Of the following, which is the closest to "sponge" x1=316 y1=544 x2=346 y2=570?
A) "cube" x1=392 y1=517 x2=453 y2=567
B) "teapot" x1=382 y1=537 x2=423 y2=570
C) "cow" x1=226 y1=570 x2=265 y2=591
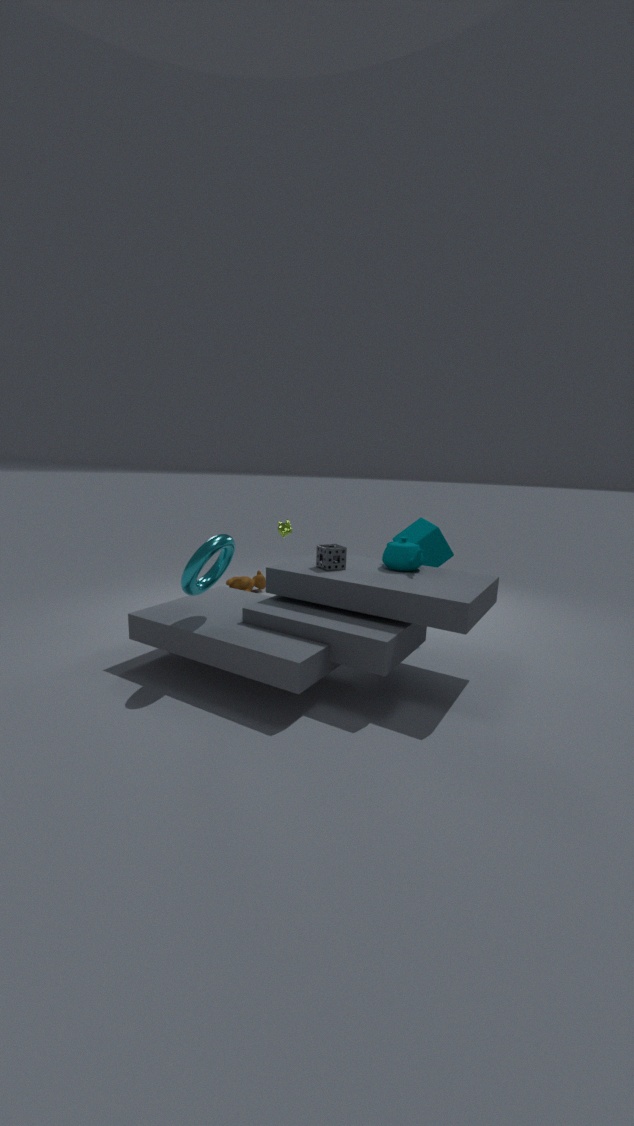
"teapot" x1=382 y1=537 x2=423 y2=570
